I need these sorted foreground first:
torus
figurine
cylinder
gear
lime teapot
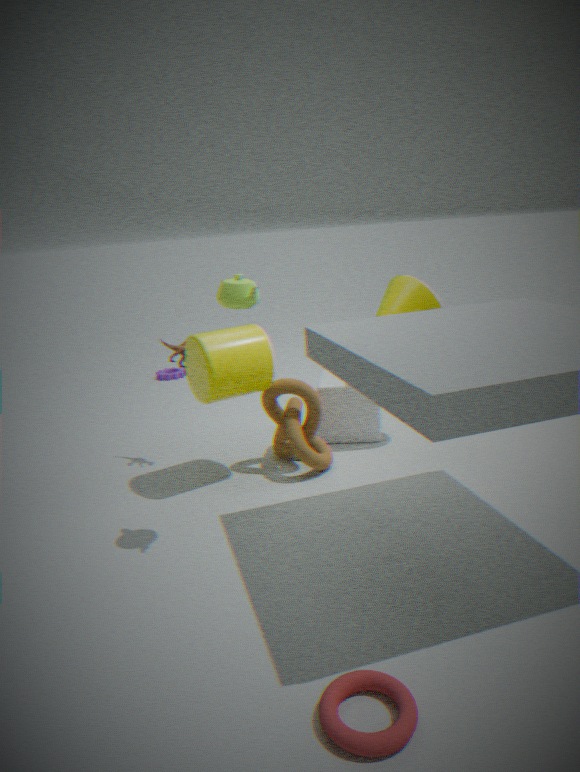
torus, lime teapot, cylinder, figurine, gear
